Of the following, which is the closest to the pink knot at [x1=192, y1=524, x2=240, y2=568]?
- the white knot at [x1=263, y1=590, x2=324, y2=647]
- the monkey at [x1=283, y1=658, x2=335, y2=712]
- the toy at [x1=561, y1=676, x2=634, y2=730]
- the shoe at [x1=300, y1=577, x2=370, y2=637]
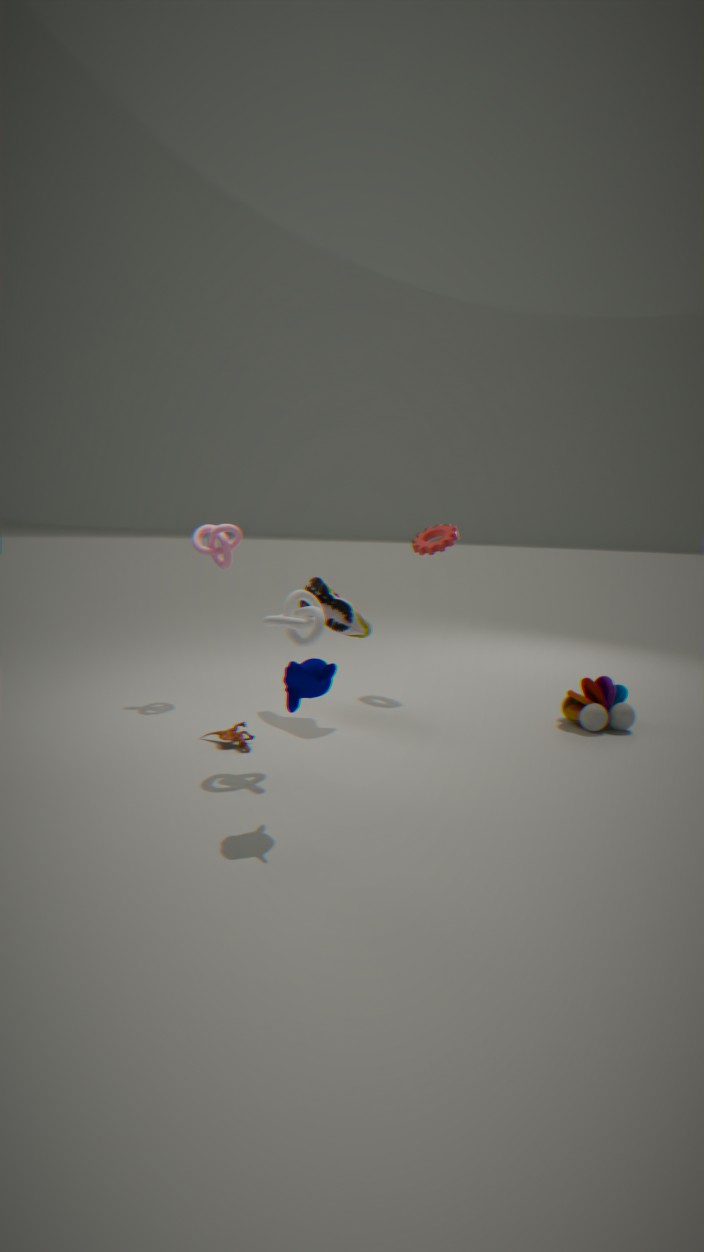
the shoe at [x1=300, y1=577, x2=370, y2=637]
